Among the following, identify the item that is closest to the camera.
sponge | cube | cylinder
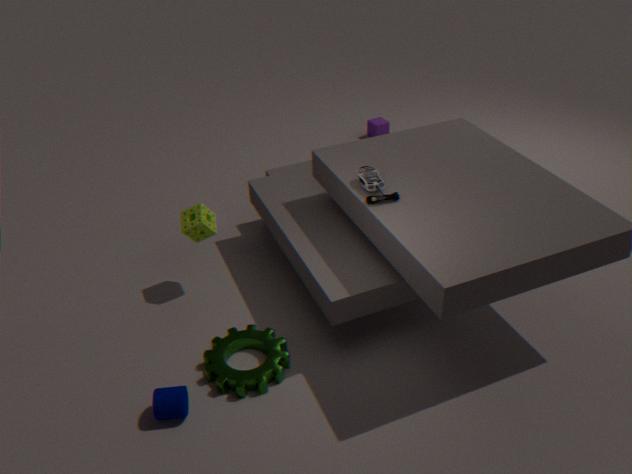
cylinder
